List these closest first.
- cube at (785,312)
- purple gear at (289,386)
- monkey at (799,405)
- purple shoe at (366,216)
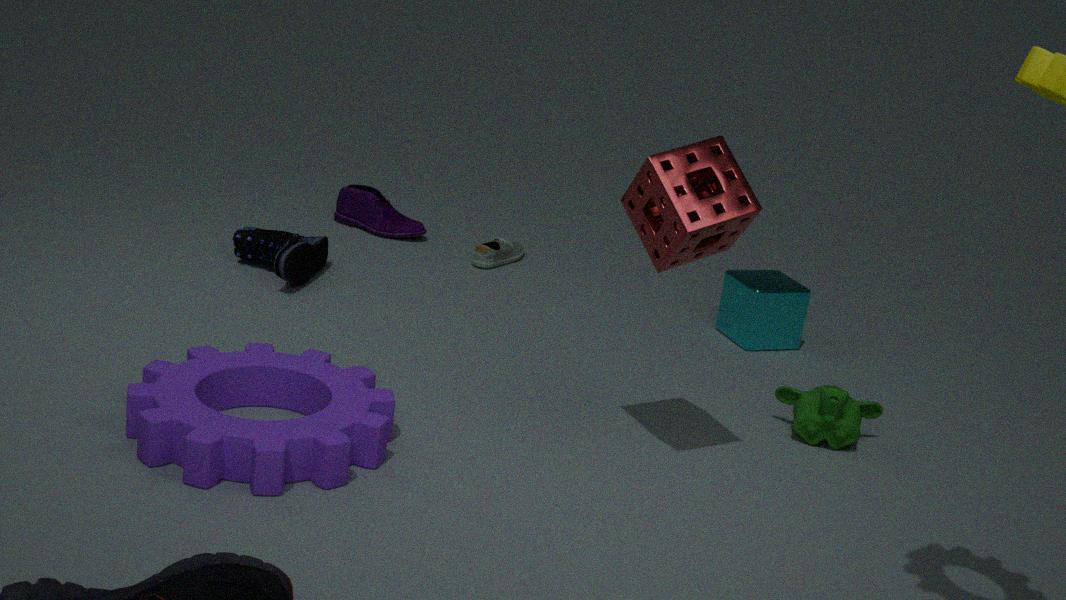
purple gear at (289,386)
monkey at (799,405)
cube at (785,312)
purple shoe at (366,216)
